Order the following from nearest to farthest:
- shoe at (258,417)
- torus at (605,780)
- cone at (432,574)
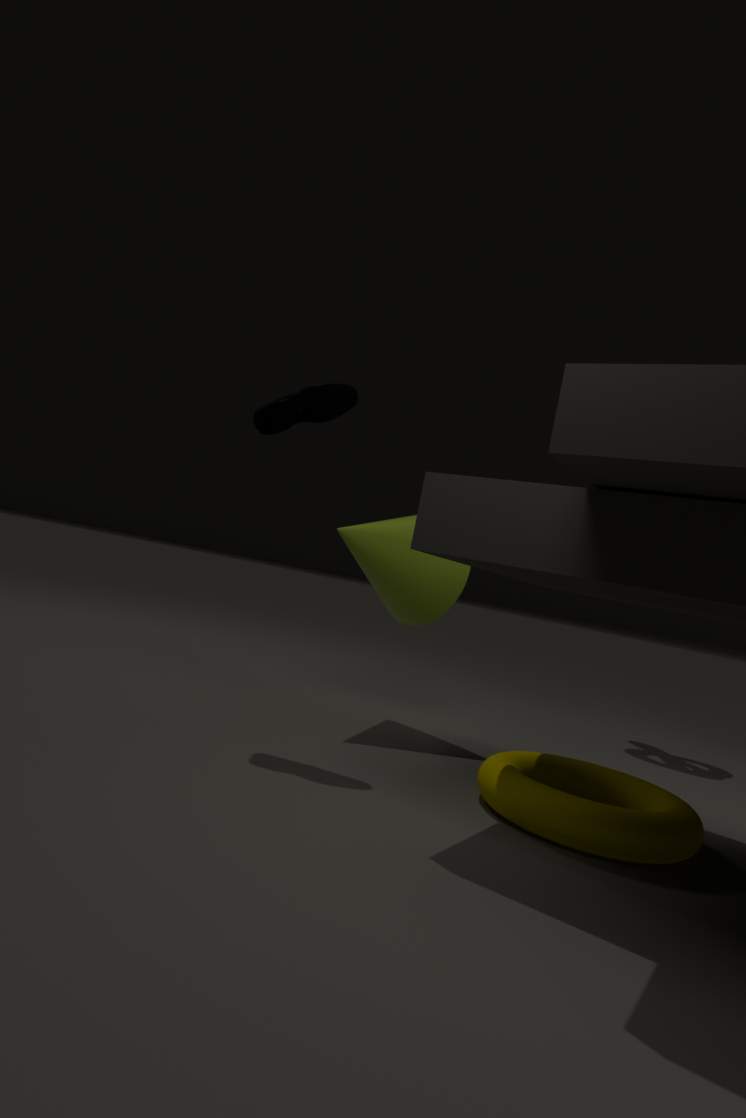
1. torus at (605,780)
2. shoe at (258,417)
3. cone at (432,574)
